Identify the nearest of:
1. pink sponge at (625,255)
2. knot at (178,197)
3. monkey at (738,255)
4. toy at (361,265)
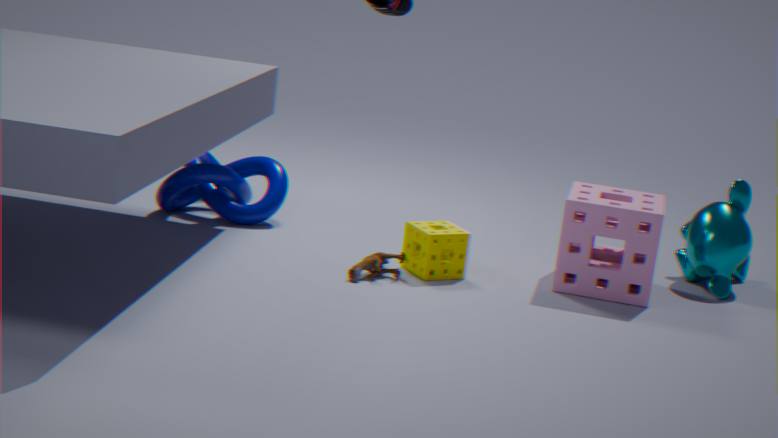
toy at (361,265)
